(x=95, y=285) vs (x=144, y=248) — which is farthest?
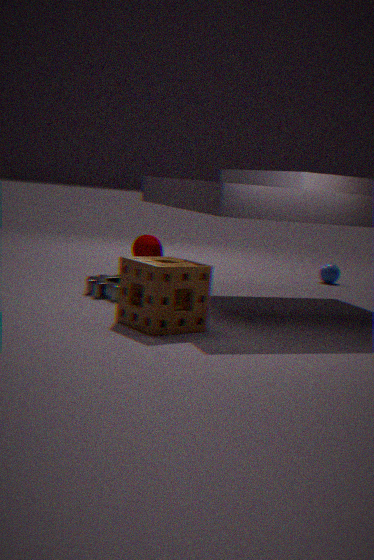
(x=144, y=248)
